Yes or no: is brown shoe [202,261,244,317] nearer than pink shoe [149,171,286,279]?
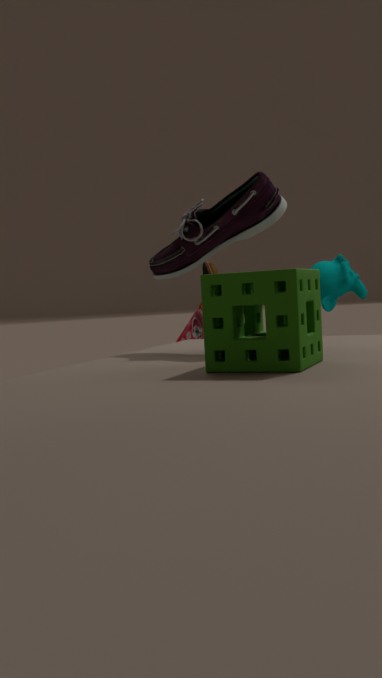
No
